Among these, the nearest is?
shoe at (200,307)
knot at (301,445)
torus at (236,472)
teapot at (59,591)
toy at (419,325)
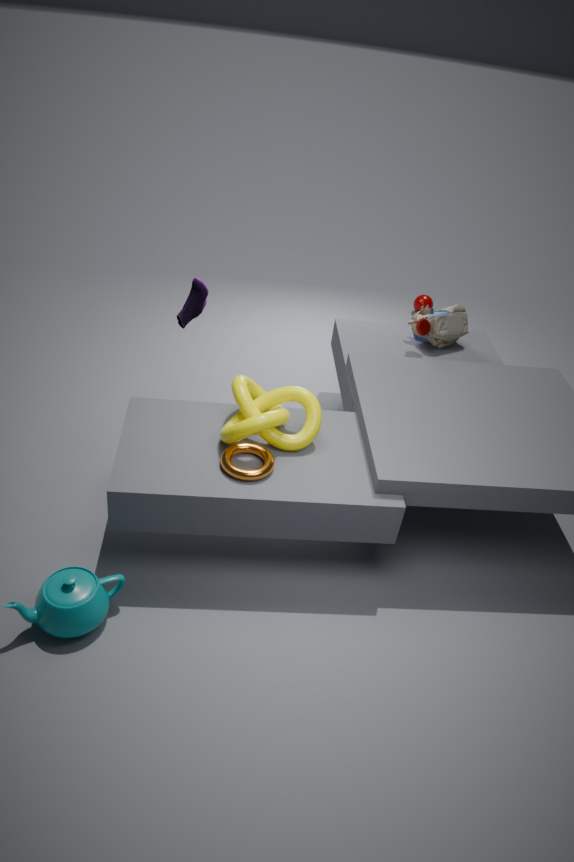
teapot at (59,591)
